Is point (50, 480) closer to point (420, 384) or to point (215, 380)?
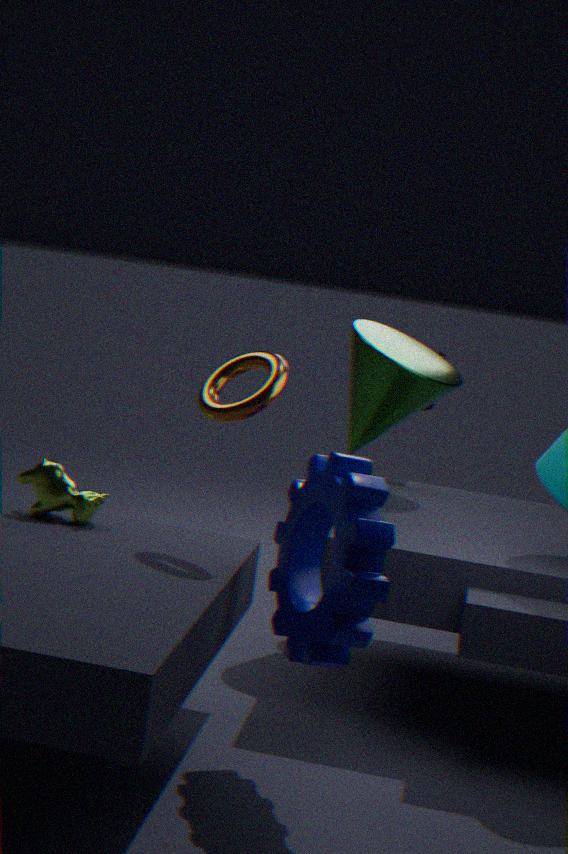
point (215, 380)
